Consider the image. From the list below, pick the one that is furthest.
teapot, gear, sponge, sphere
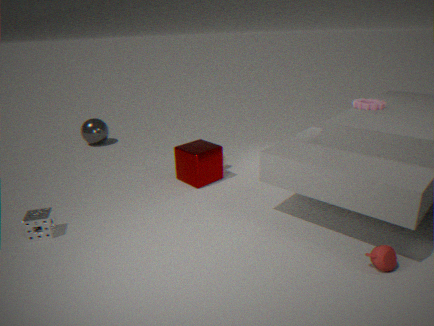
sphere
